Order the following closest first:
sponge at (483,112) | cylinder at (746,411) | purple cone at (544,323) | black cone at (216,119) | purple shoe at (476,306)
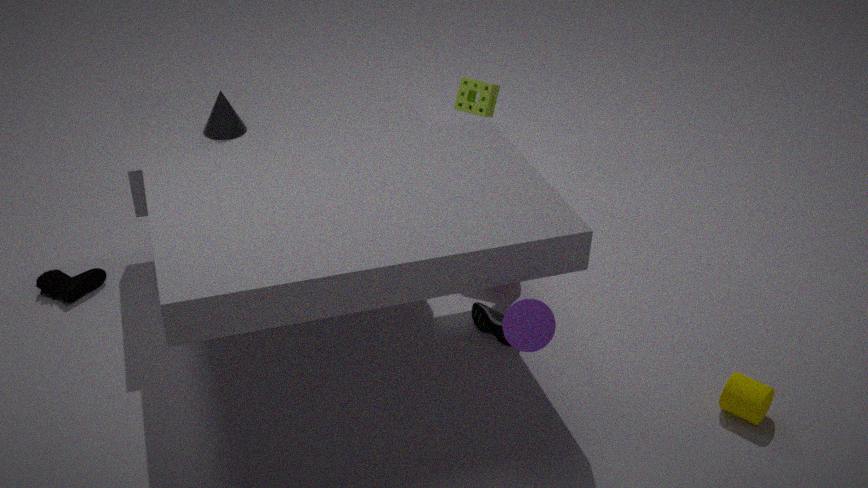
purple cone at (544,323), cylinder at (746,411), black cone at (216,119), purple shoe at (476,306), sponge at (483,112)
